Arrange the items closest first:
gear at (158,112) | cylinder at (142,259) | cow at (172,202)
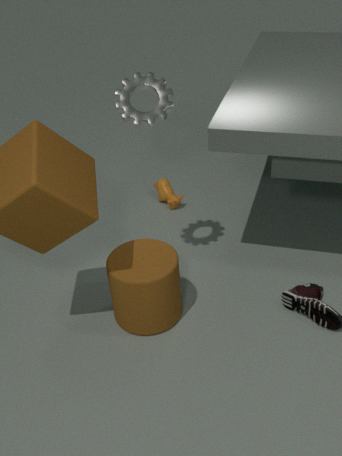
gear at (158,112), cylinder at (142,259), cow at (172,202)
